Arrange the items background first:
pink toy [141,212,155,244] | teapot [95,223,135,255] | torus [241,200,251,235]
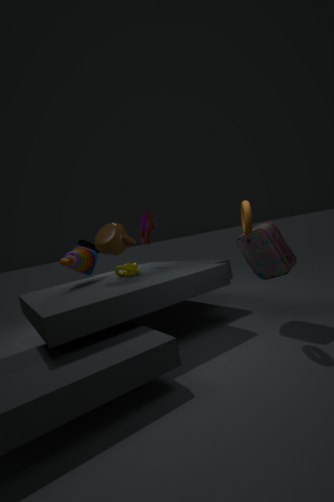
pink toy [141,212,155,244] < teapot [95,223,135,255] < torus [241,200,251,235]
